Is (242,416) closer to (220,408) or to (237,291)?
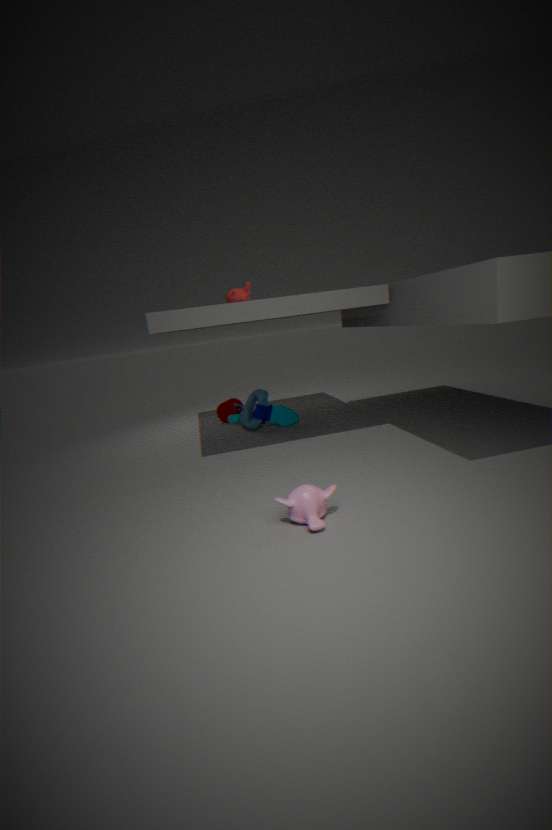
(220,408)
